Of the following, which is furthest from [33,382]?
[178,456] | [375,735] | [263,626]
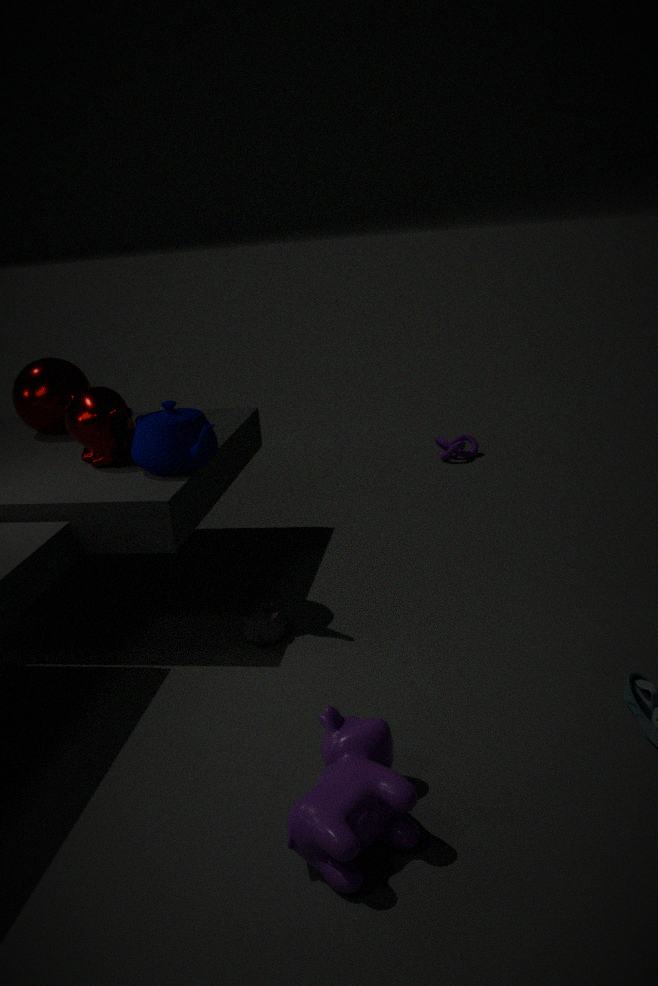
[375,735]
